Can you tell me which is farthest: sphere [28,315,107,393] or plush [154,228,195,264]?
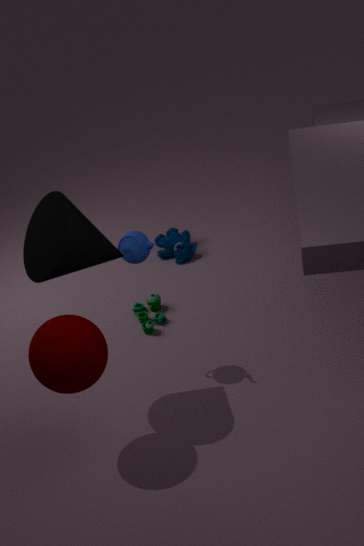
plush [154,228,195,264]
